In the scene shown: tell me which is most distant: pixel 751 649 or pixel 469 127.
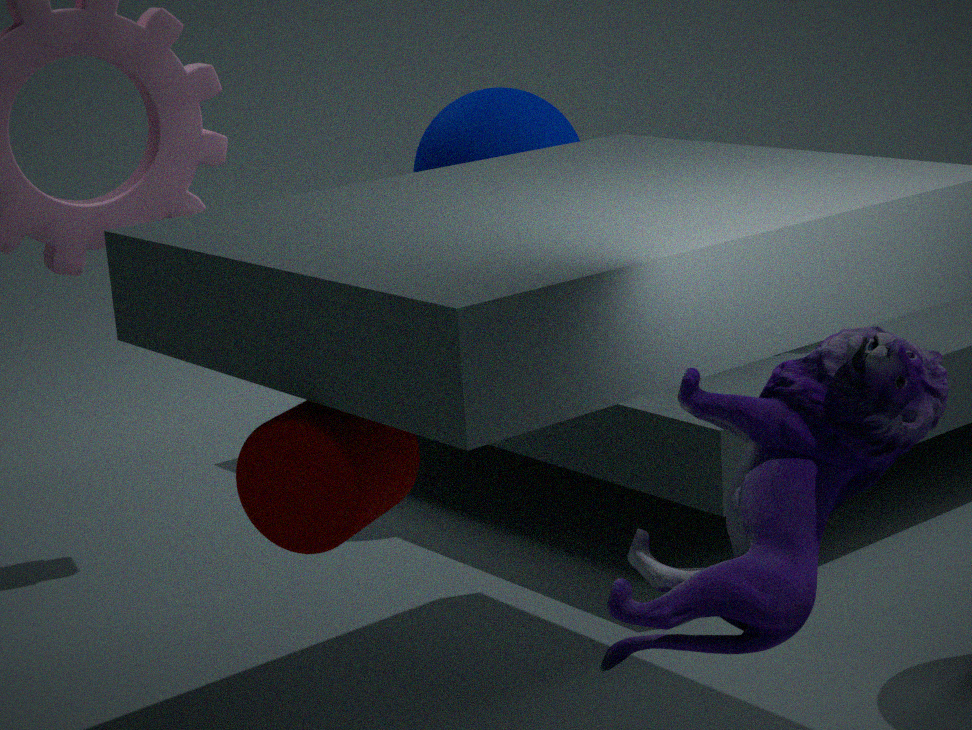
pixel 469 127
